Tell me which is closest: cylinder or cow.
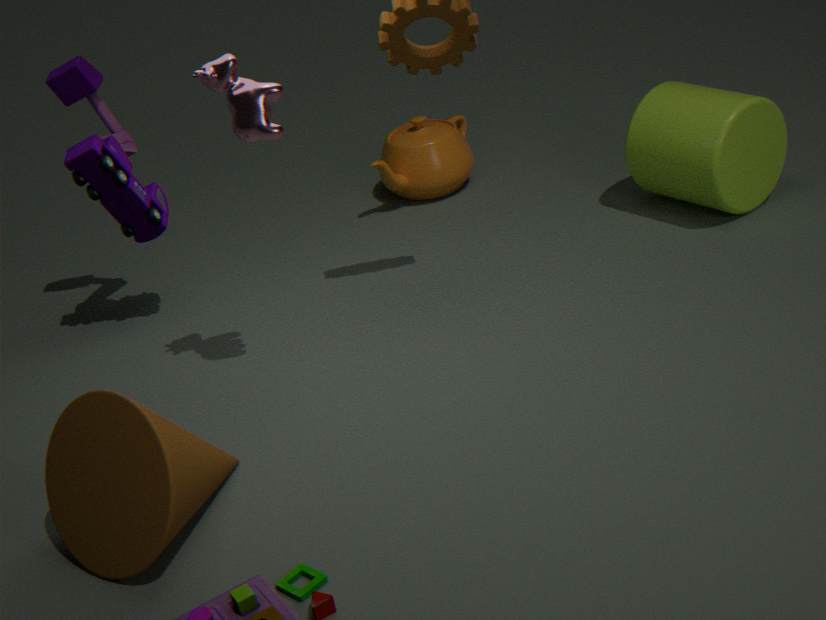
cow
